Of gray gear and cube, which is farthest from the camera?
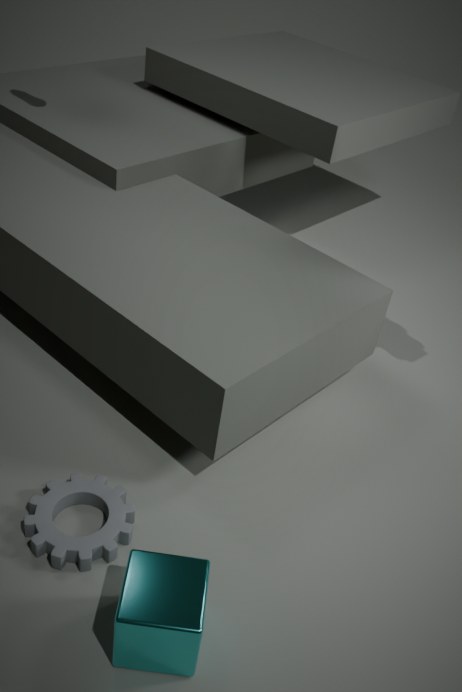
gray gear
